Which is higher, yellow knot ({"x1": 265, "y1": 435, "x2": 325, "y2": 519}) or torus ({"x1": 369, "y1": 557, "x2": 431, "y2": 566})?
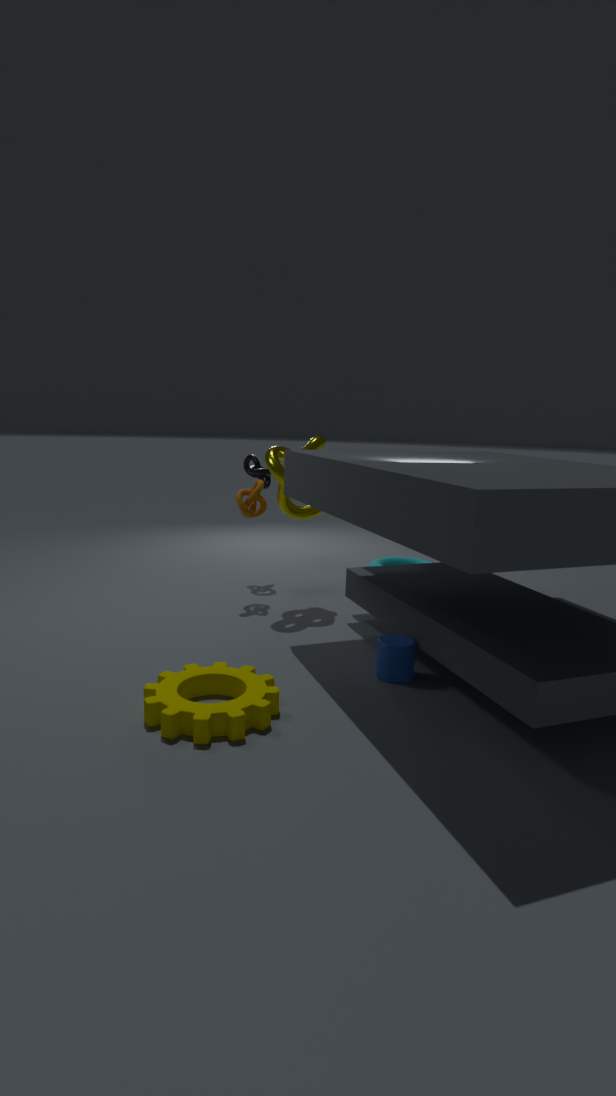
Result: yellow knot ({"x1": 265, "y1": 435, "x2": 325, "y2": 519})
